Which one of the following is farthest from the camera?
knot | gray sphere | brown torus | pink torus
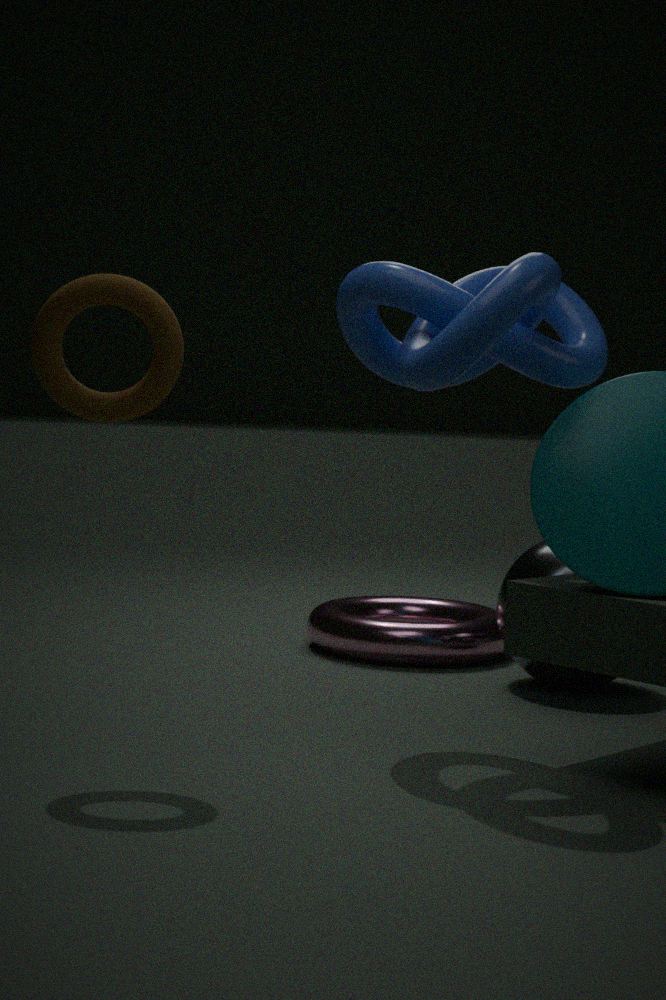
pink torus
